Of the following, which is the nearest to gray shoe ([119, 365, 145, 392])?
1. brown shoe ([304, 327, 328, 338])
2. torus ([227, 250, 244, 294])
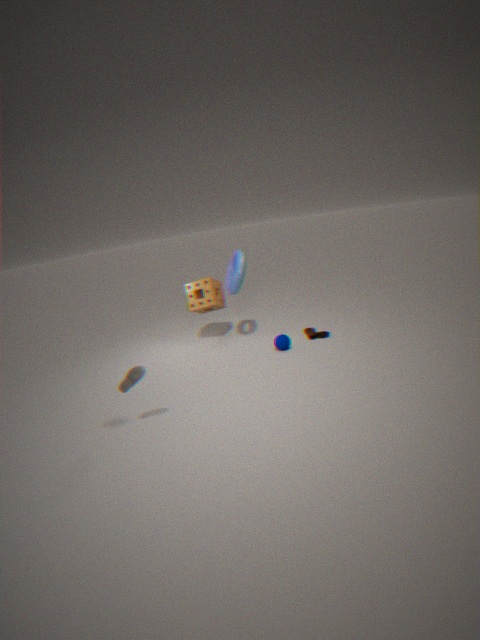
torus ([227, 250, 244, 294])
